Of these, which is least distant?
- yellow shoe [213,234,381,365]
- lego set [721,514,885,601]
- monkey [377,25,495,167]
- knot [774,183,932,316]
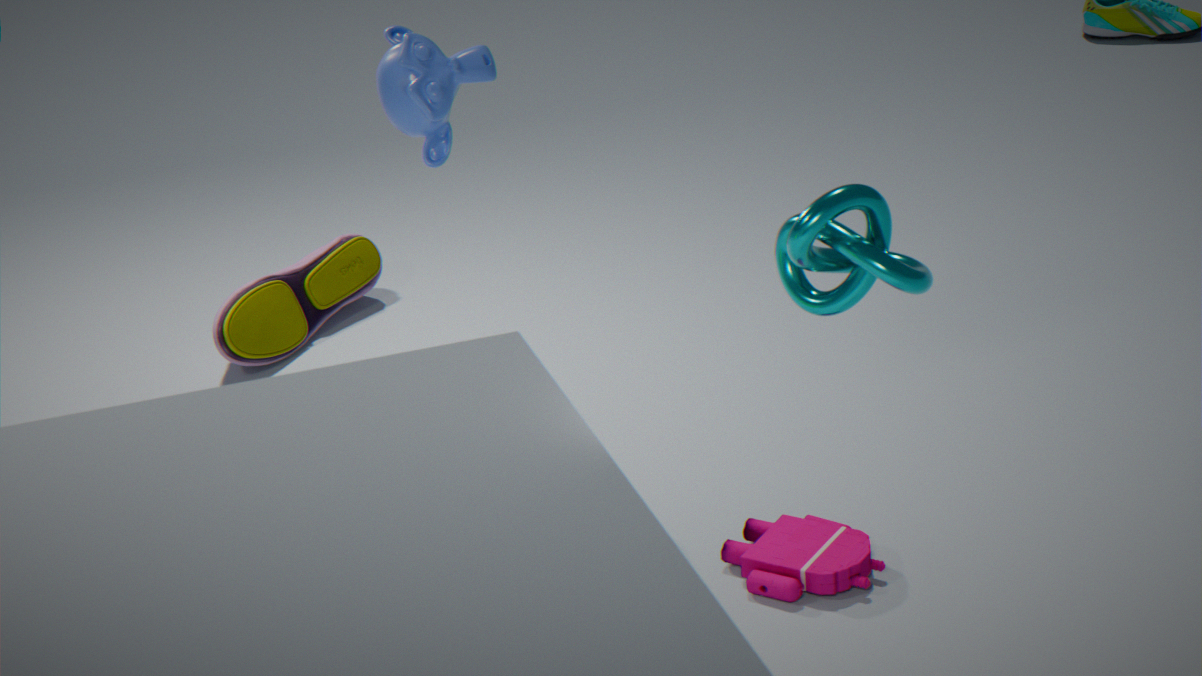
knot [774,183,932,316]
